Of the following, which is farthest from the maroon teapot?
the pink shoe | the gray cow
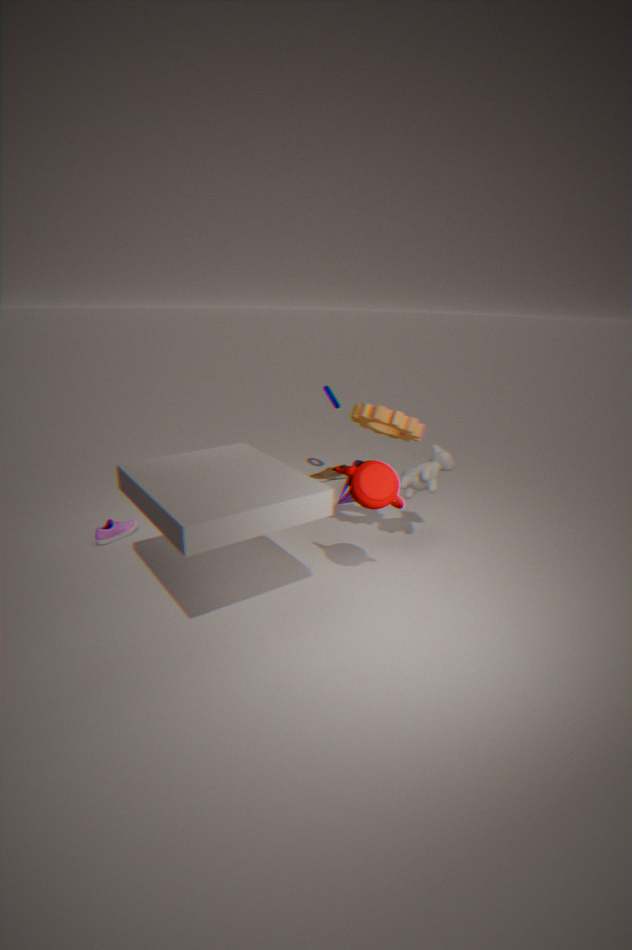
the pink shoe
